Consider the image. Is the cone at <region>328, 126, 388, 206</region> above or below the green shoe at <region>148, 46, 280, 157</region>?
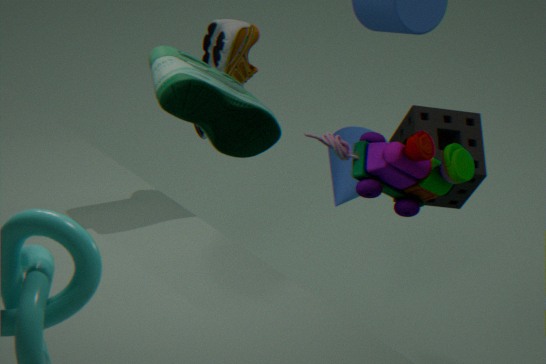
below
